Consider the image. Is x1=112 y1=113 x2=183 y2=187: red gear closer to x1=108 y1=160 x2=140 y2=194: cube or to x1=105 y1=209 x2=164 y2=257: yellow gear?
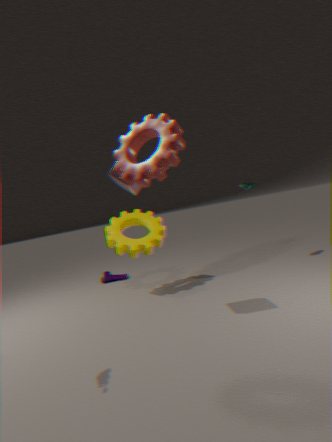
x1=108 y1=160 x2=140 y2=194: cube
